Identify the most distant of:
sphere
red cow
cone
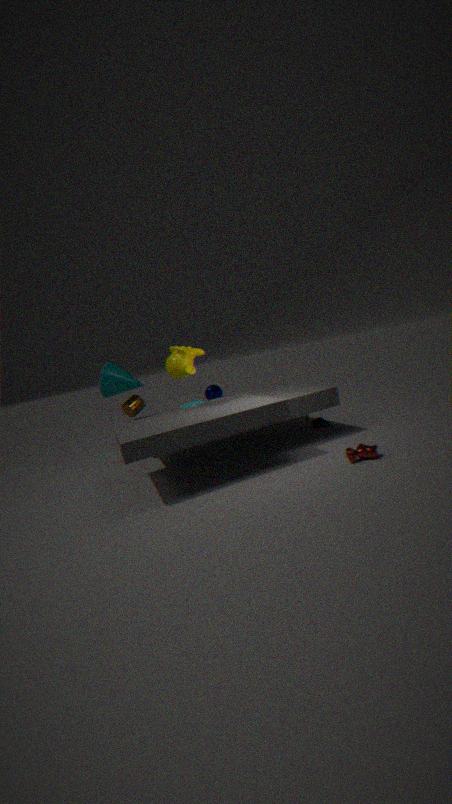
sphere
